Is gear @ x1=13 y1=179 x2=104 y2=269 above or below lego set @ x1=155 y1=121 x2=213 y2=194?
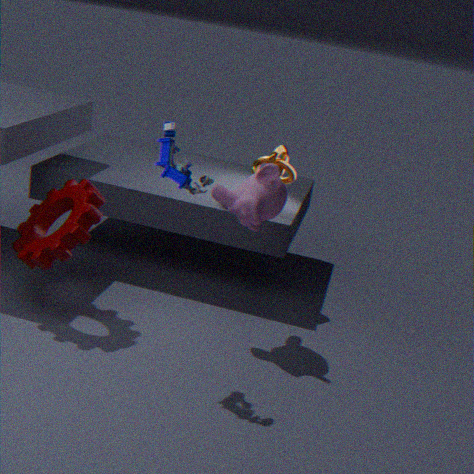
below
